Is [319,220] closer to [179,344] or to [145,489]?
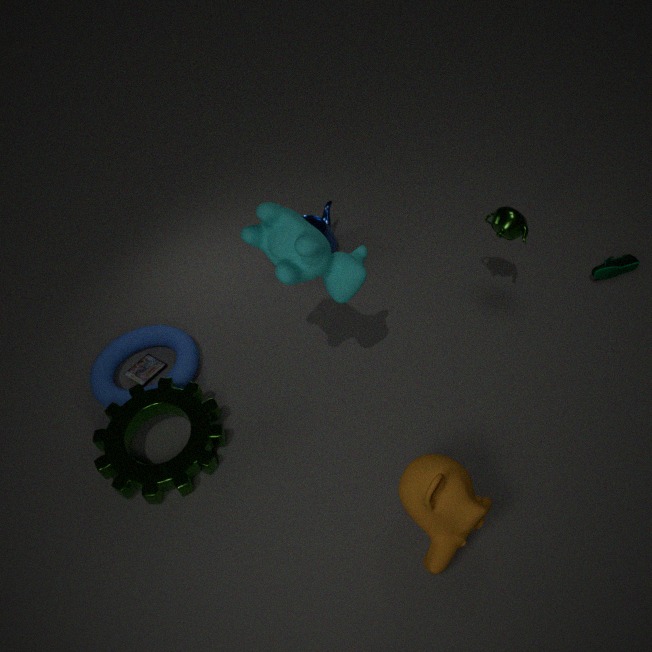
[179,344]
